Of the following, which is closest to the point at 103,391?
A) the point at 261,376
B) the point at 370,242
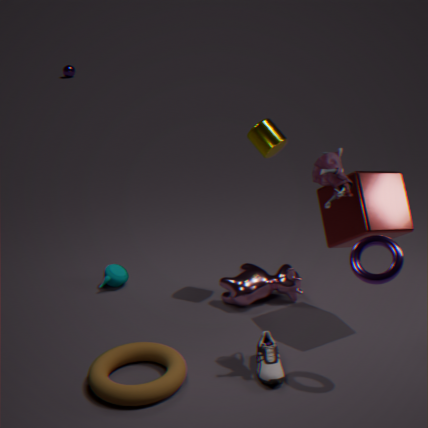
the point at 261,376
